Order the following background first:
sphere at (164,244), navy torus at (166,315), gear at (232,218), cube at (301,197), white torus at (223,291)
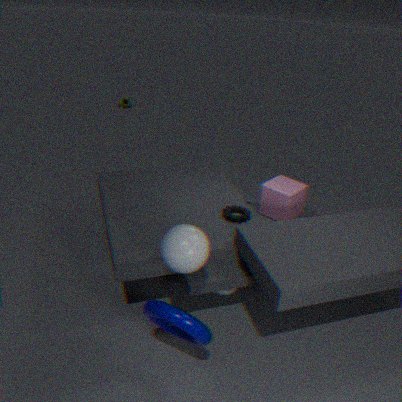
cube at (301,197), white torus at (223,291), gear at (232,218), sphere at (164,244), navy torus at (166,315)
